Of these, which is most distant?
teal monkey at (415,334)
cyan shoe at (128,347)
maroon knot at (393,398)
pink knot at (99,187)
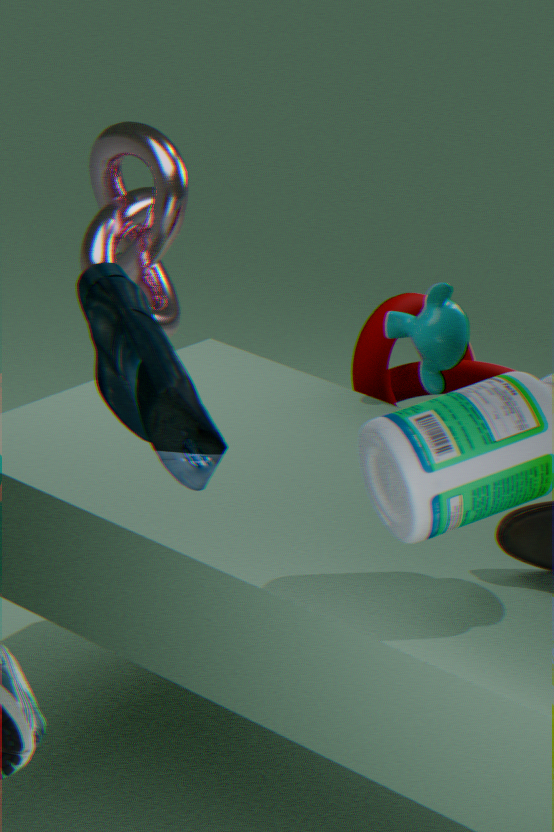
pink knot at (99,187)
